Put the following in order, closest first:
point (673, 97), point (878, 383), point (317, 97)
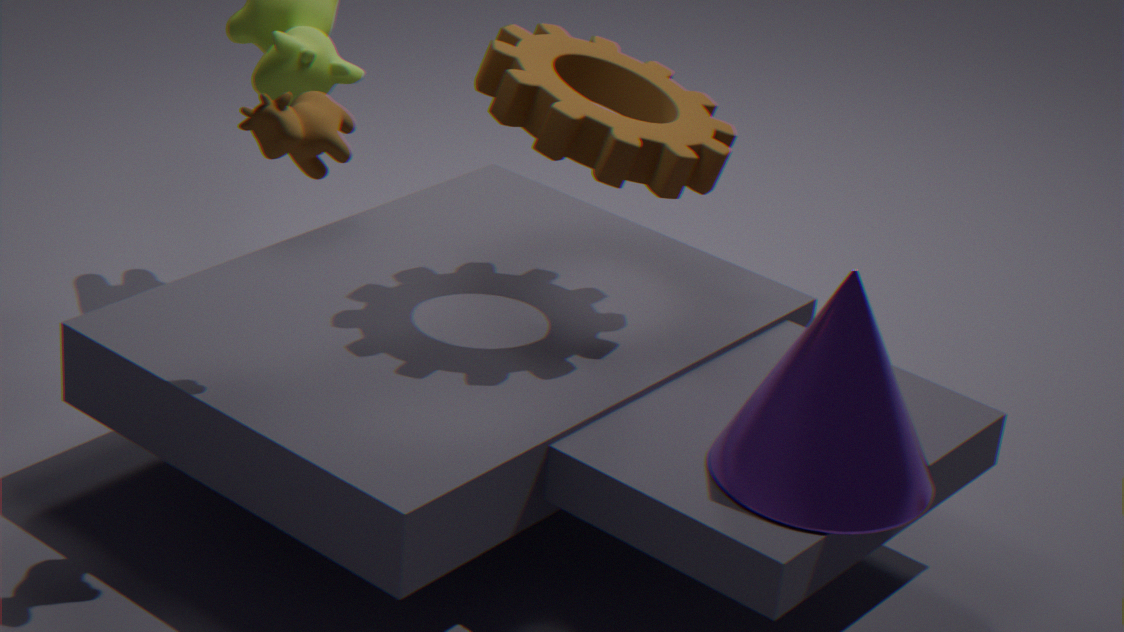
point (878, 383) < point (317, 97) < point (673, 97)
